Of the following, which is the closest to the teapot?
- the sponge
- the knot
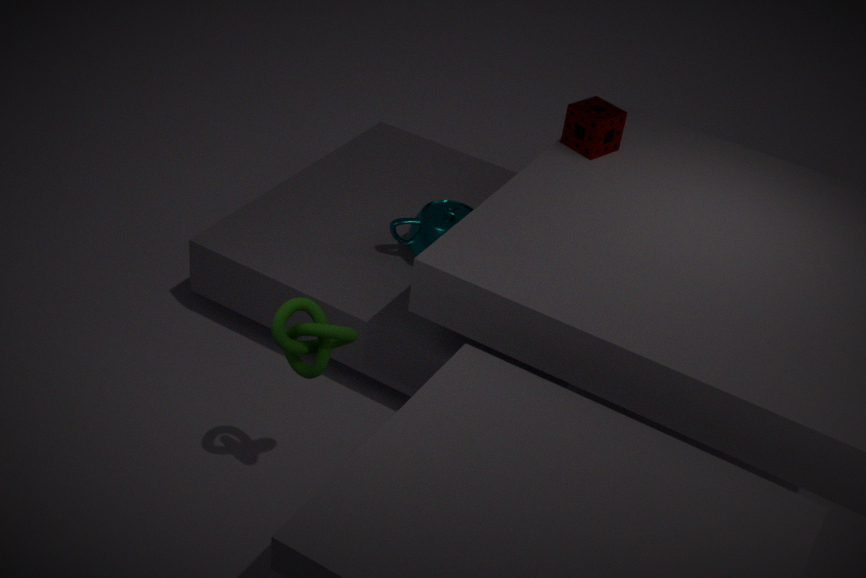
the sponge
